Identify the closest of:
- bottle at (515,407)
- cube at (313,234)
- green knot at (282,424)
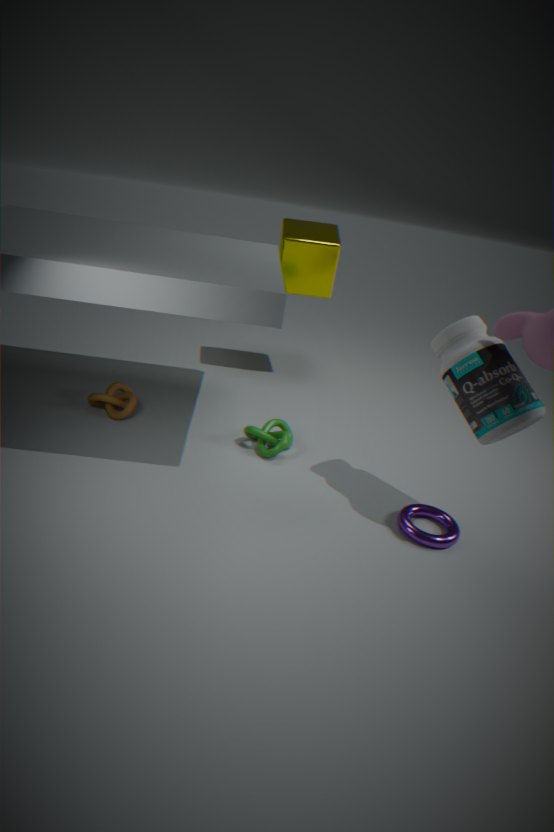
bottle at (515,407)
